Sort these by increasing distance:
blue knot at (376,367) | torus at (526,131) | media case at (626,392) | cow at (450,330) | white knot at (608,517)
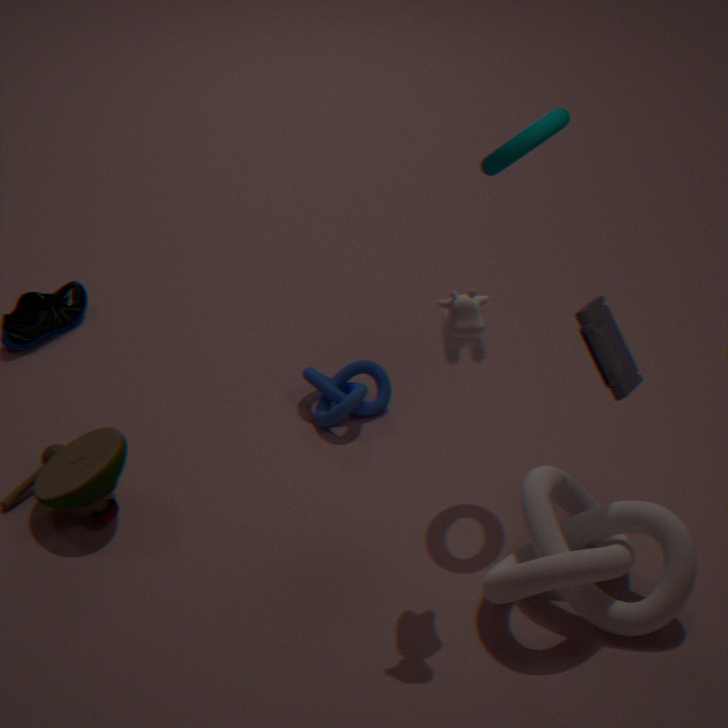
cow at (450,330) → white knot at (608,517) → media case at (626,392) → torus at (526,131) → blue knot at (376,367)
